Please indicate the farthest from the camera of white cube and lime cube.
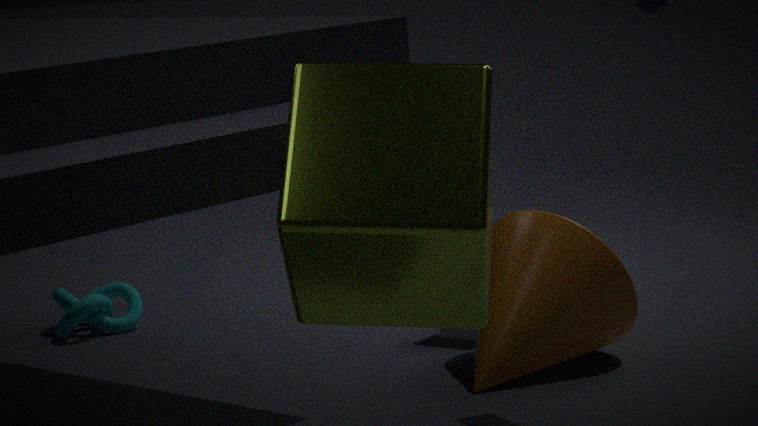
white cube
